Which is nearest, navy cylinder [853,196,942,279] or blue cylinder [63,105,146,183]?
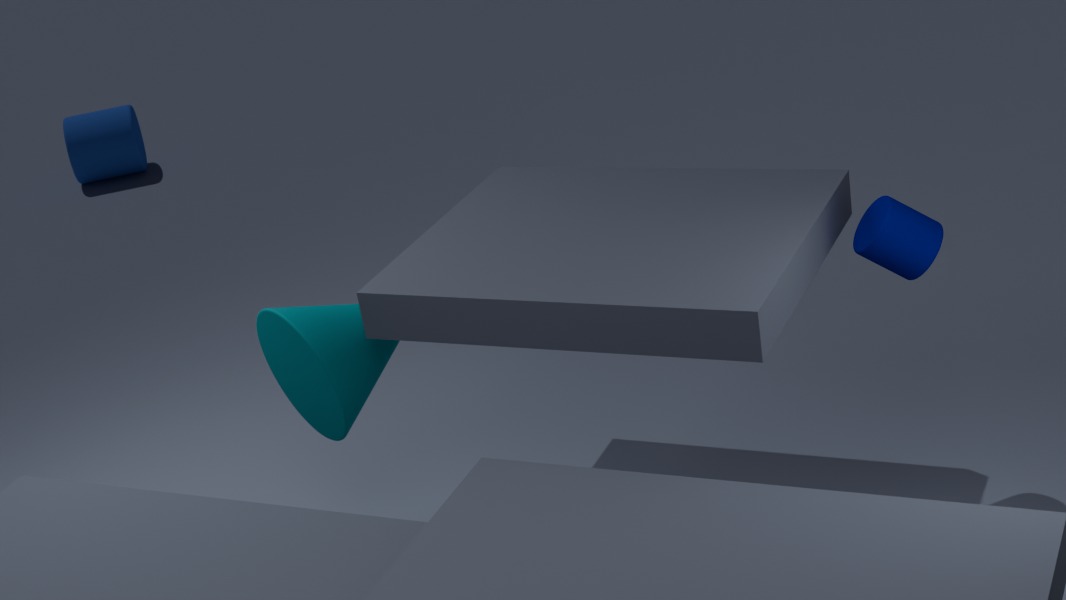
navy cylinder [853,196,942,279]
